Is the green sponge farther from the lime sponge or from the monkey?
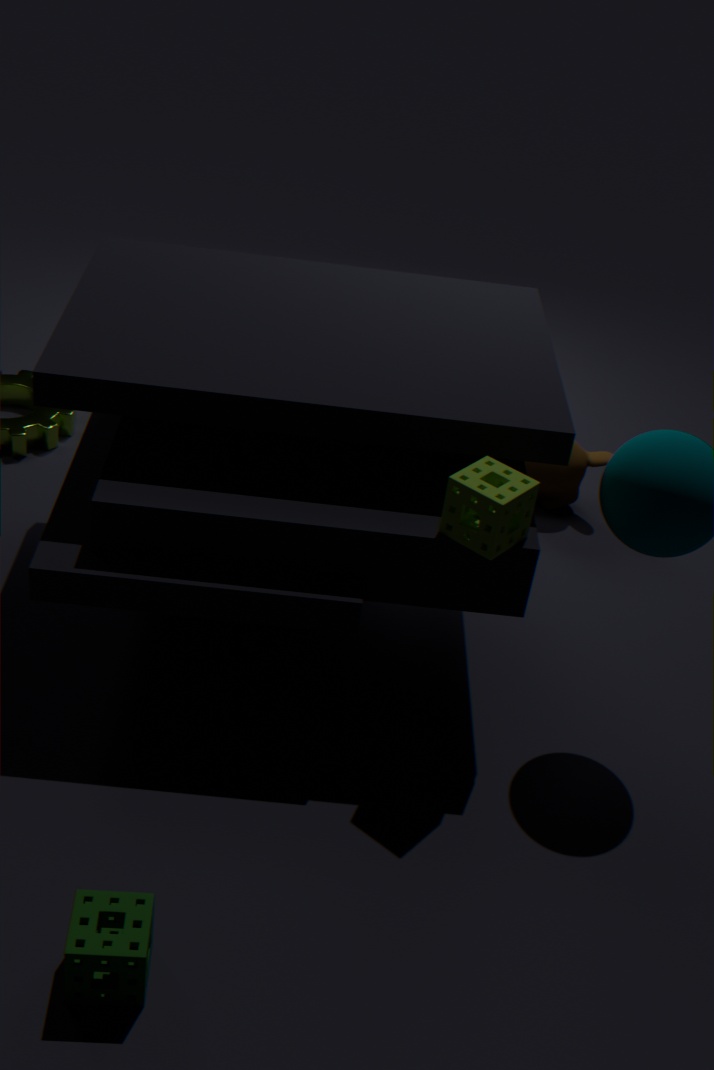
the monkey
